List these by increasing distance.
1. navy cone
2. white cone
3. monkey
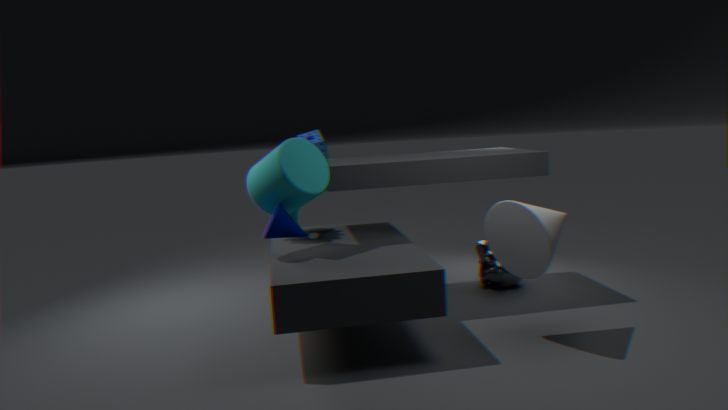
1. white cone
2. navy cone
3. monkey
